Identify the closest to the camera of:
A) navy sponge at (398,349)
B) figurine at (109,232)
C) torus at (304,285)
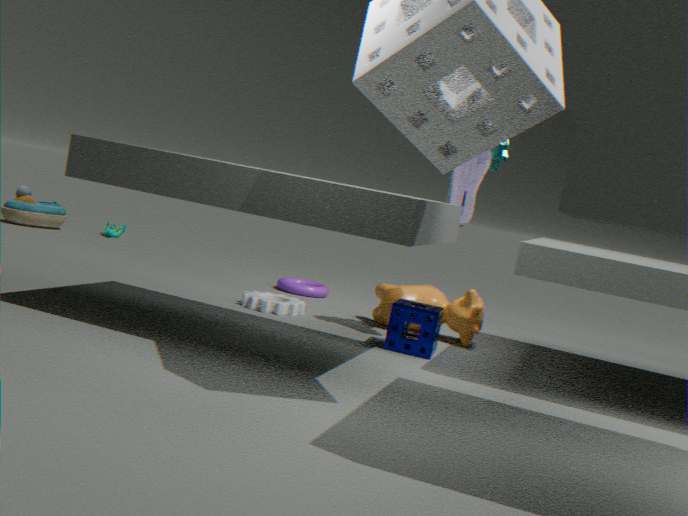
navy sponge at (398,349)
